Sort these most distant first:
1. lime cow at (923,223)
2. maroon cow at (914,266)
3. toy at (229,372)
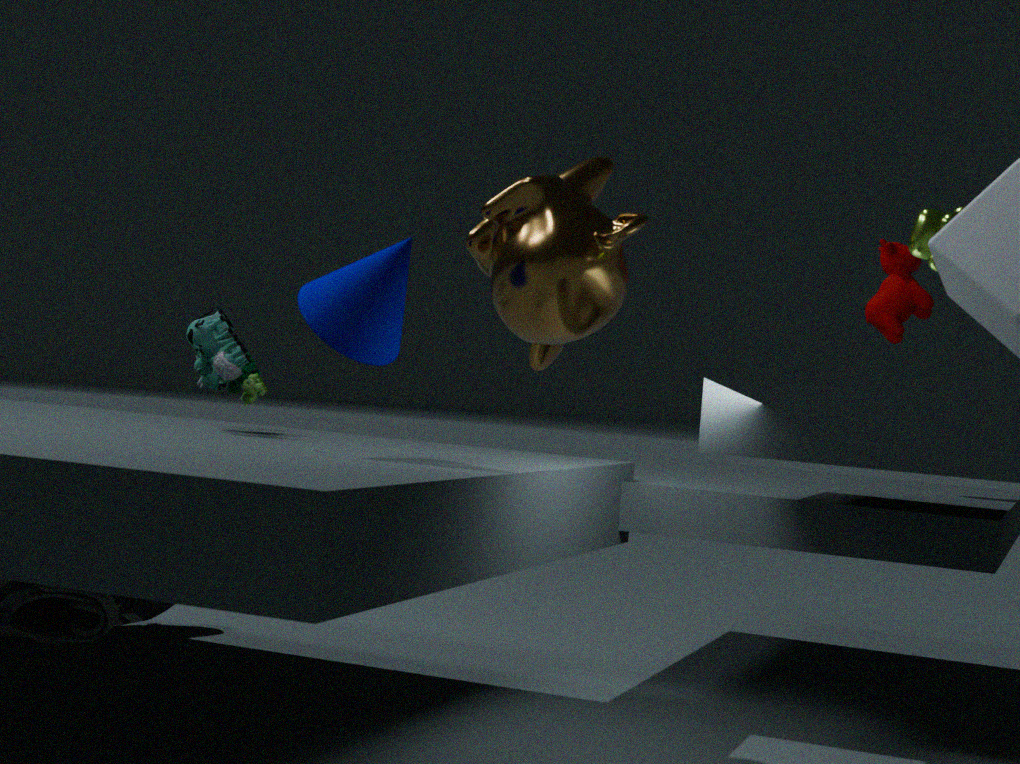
maroon cow at (914,266) < toy at (229,372) < lime cow at (923,223)
